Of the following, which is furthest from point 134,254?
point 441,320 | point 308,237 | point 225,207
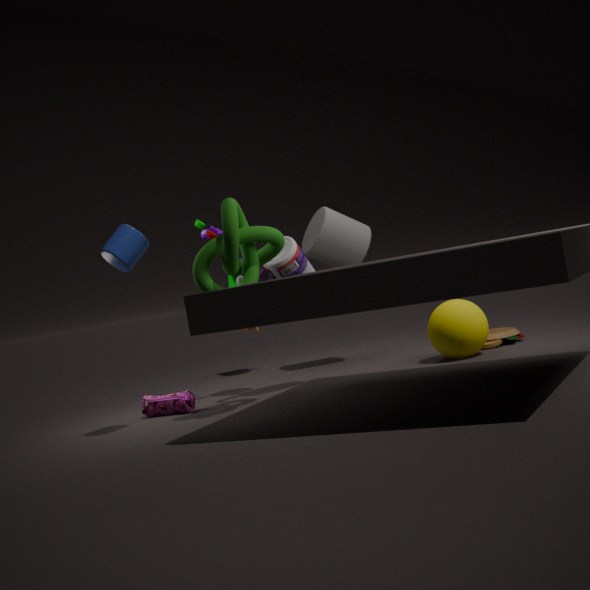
point 441,320
